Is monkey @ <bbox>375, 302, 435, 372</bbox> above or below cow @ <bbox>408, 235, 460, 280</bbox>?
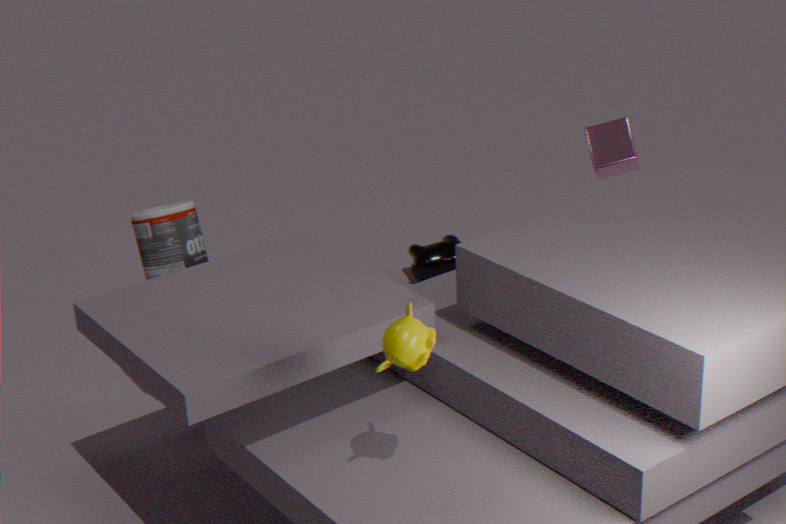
above
